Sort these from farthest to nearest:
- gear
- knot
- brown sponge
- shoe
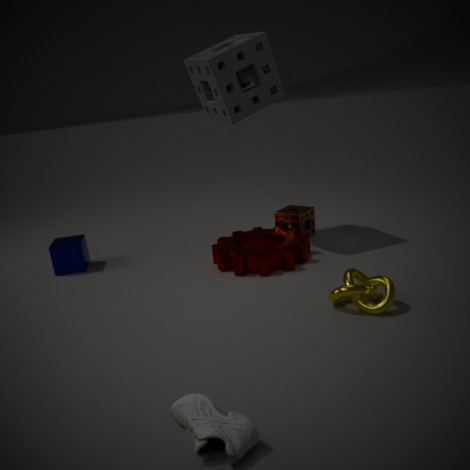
brown sponge < gear < knot < shoe
